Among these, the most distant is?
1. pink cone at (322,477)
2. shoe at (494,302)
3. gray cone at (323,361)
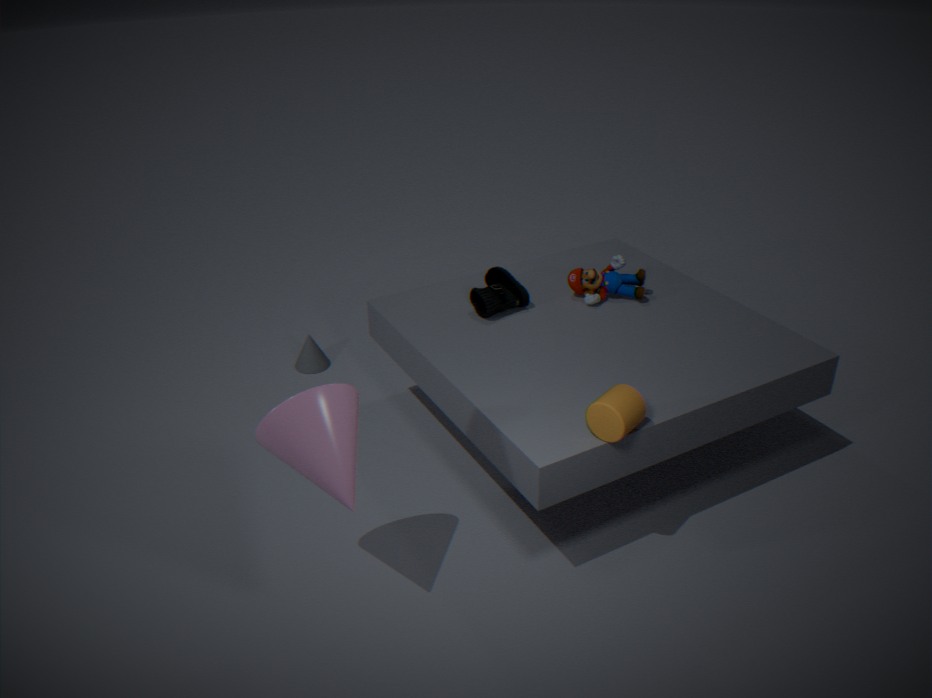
gray cone at (323,361)
